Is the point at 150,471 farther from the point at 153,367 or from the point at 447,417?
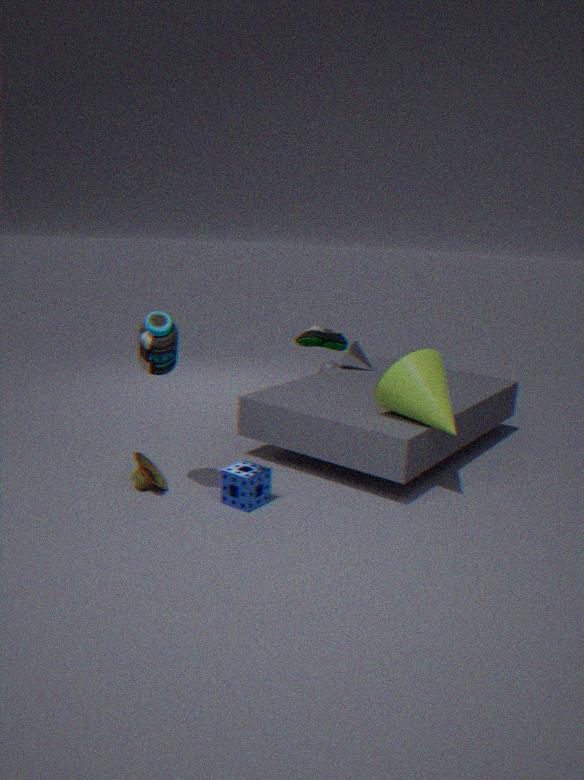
the point at 447,417
